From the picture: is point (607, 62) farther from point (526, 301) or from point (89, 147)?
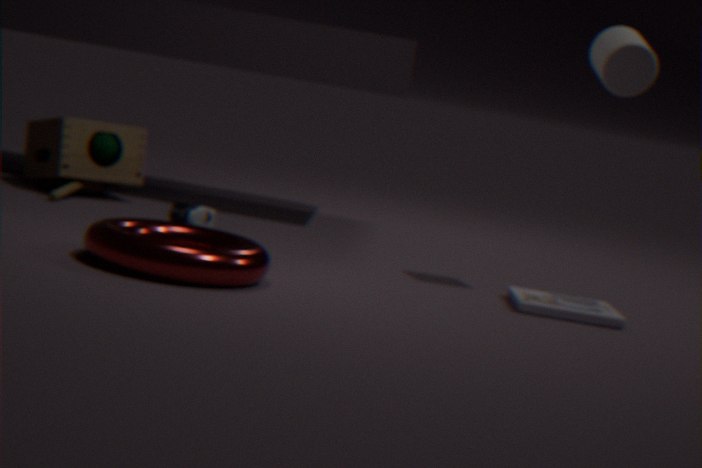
point (89, 147)
